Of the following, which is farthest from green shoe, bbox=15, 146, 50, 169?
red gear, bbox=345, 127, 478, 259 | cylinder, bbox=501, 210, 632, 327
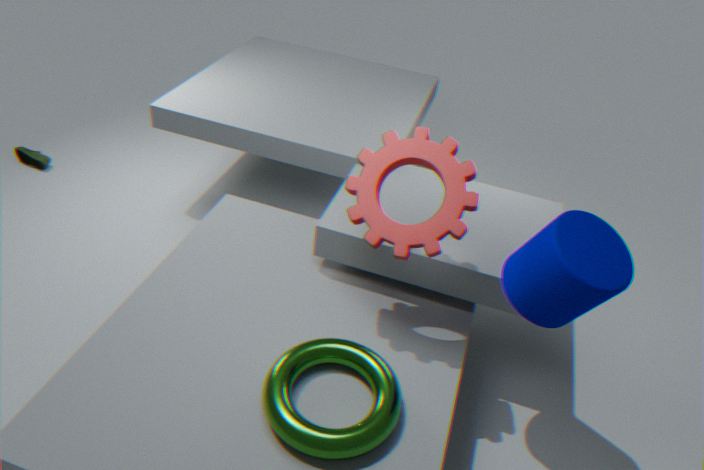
cylinder, bbox=501, 210, 632, 327
